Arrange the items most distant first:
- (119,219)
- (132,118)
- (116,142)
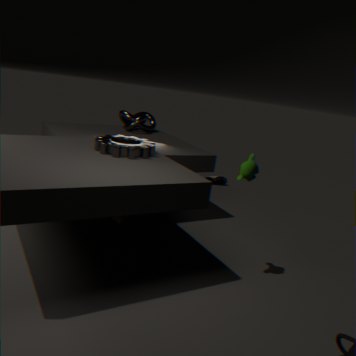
(132,118)
(116,142)
(119,219)
